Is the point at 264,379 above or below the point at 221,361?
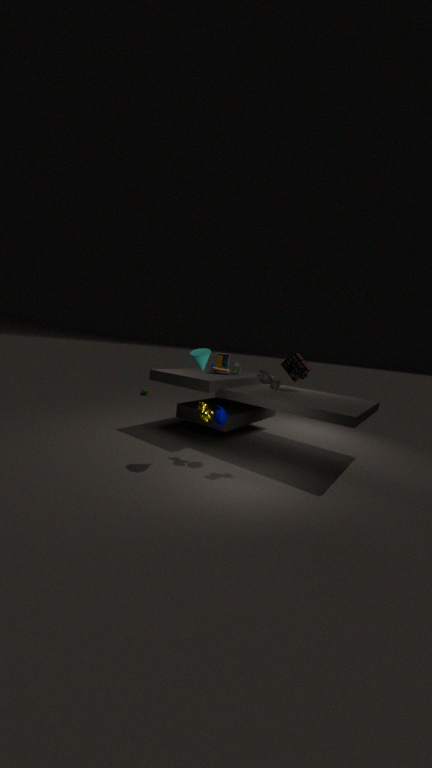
above
